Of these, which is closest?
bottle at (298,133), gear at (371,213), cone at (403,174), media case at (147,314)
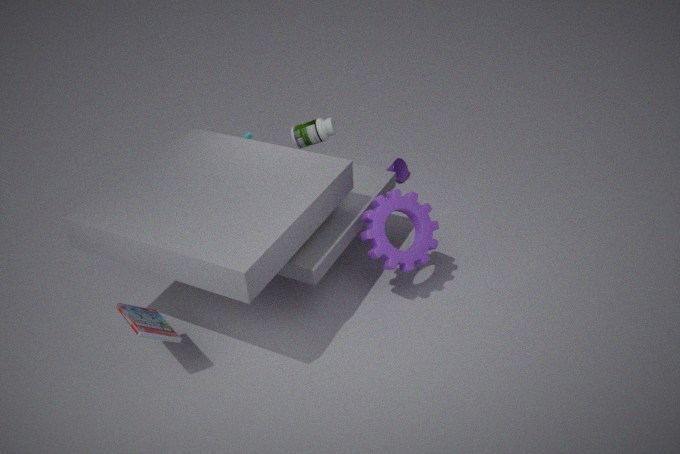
media case at (147,314)
